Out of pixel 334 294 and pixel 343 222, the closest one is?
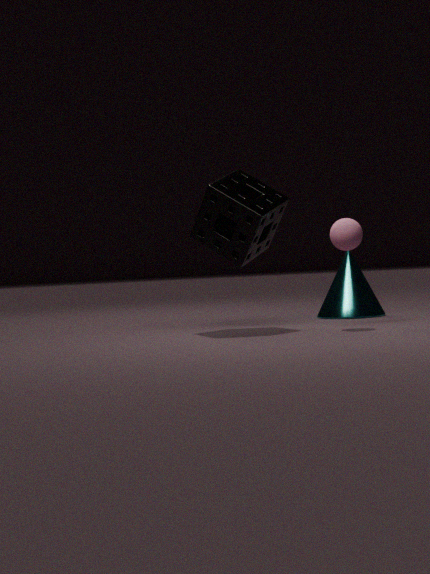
pixel 343 222
